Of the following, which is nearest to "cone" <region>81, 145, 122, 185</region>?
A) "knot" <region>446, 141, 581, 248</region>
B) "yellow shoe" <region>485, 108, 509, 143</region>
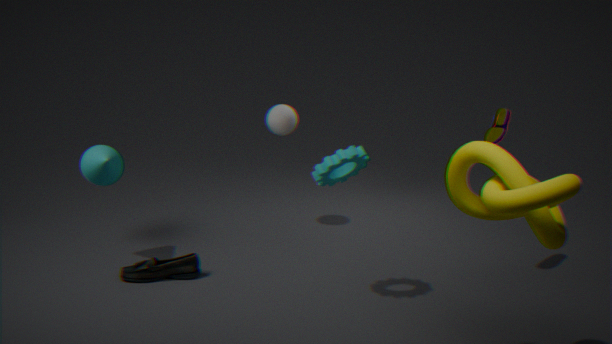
"knot" <region>446, 141, 581, 248</region>
